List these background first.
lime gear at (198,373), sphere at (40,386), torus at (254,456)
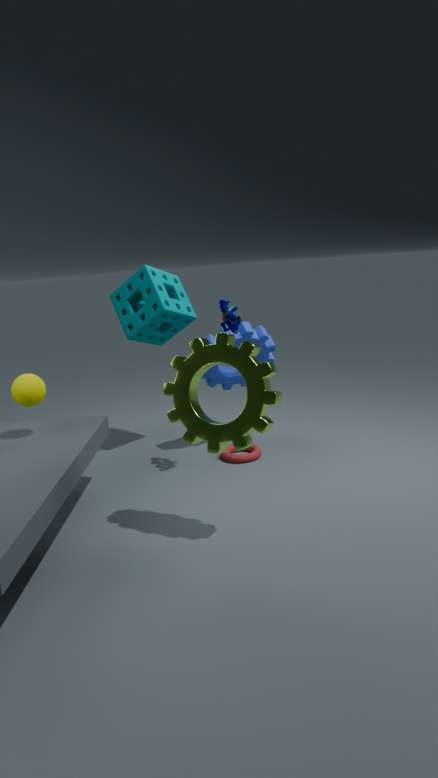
torus at (254,456) → sphere at (40,386) → lime gear at (198,373)
